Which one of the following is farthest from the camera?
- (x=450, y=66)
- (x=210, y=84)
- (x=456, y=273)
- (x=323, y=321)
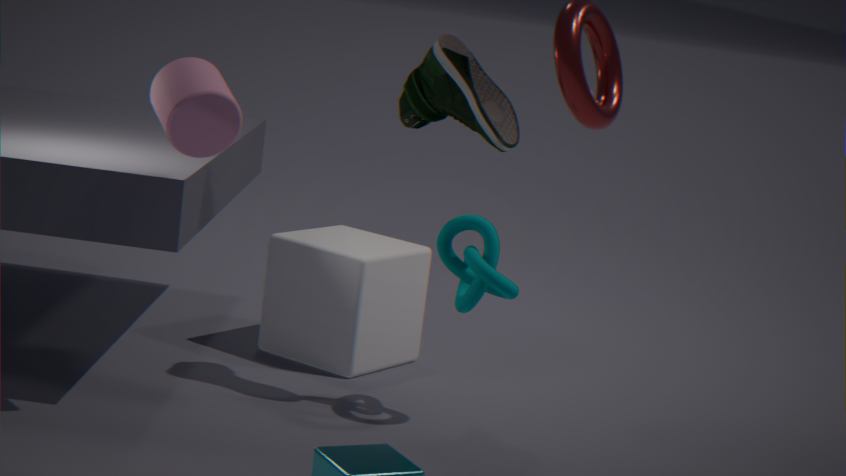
(x=323, y=321)
